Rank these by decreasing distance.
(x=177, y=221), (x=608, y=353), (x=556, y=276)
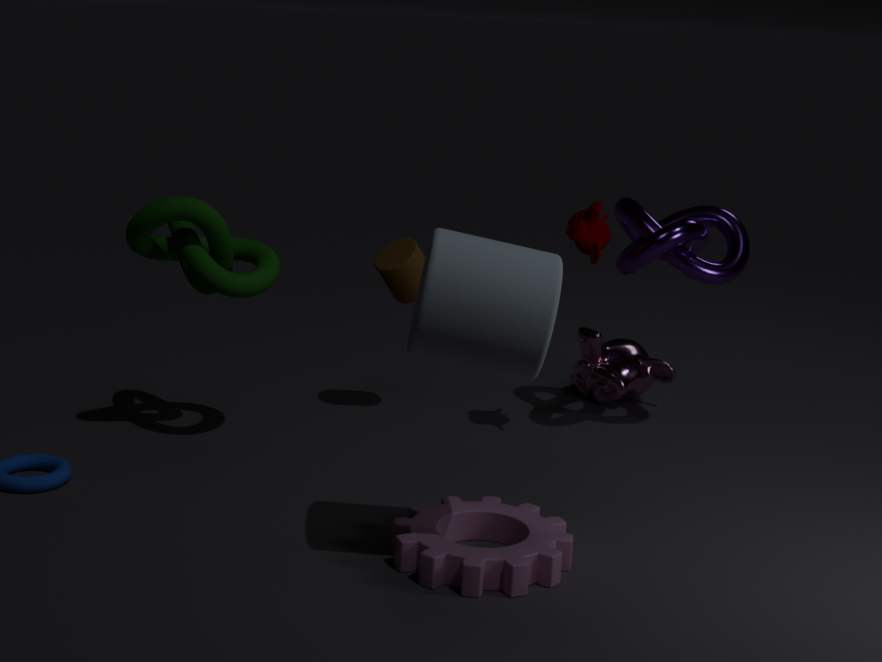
(x=608, y=353) < (x=177, y=221) < (x=556, y=276)
